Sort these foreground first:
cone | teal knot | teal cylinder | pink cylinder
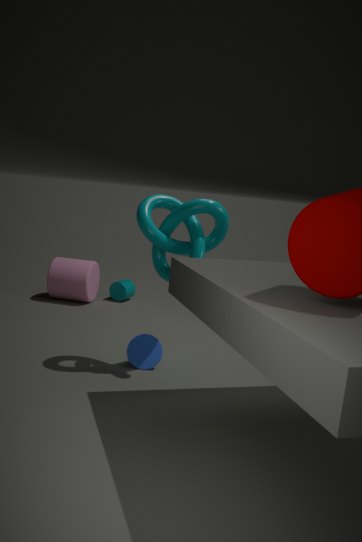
teal knot, cone, pink cylinder, teal cylinder
